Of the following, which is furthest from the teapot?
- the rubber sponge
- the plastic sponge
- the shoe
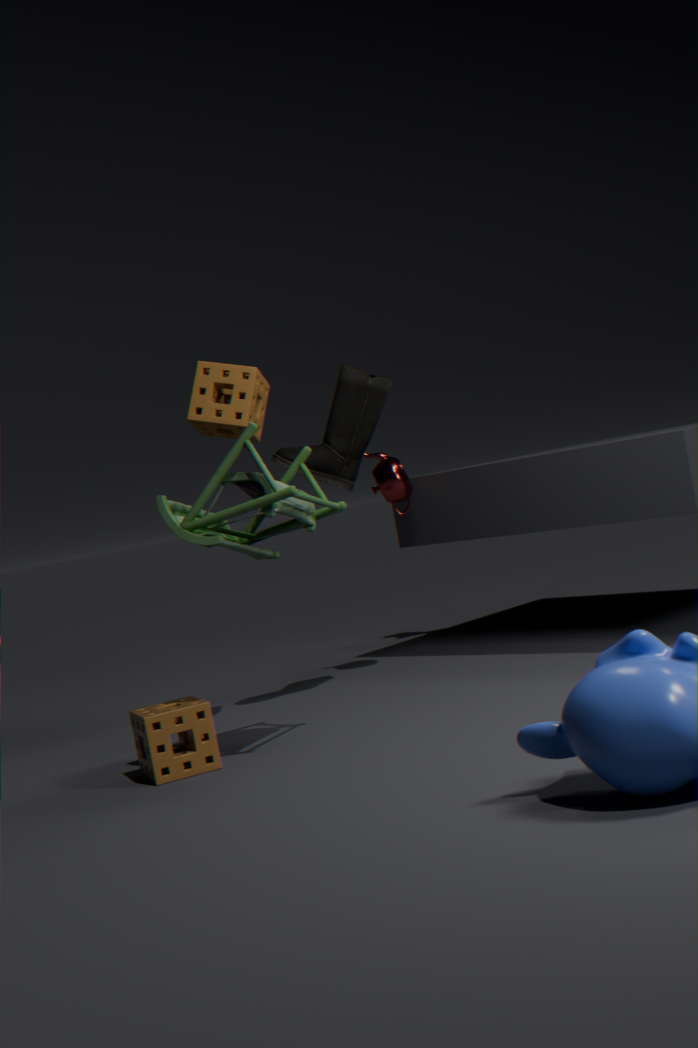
the plastic sponge
